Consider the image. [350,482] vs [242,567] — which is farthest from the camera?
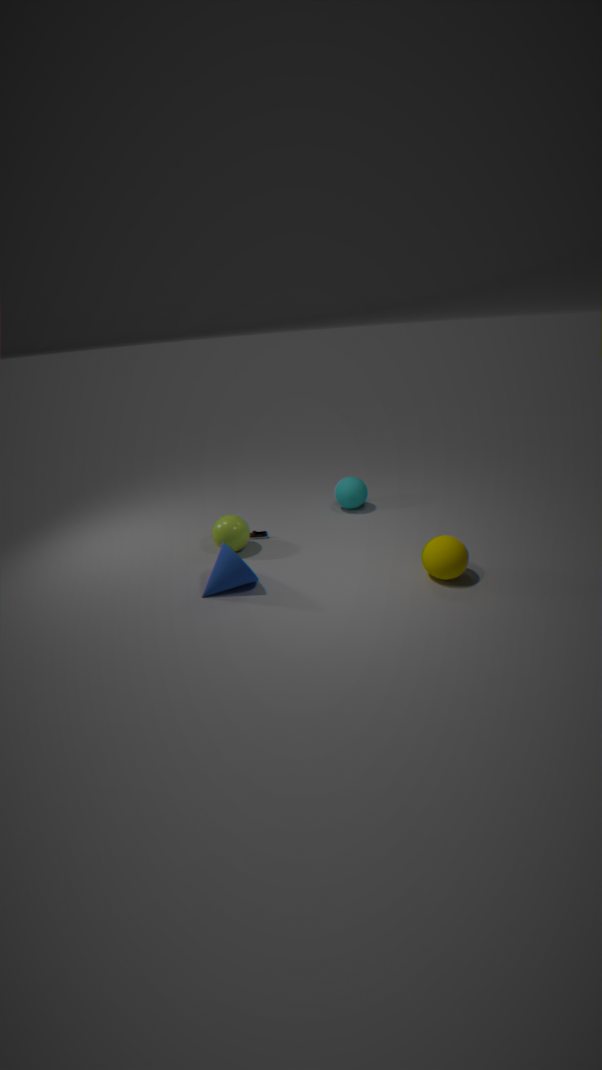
[350,482]
